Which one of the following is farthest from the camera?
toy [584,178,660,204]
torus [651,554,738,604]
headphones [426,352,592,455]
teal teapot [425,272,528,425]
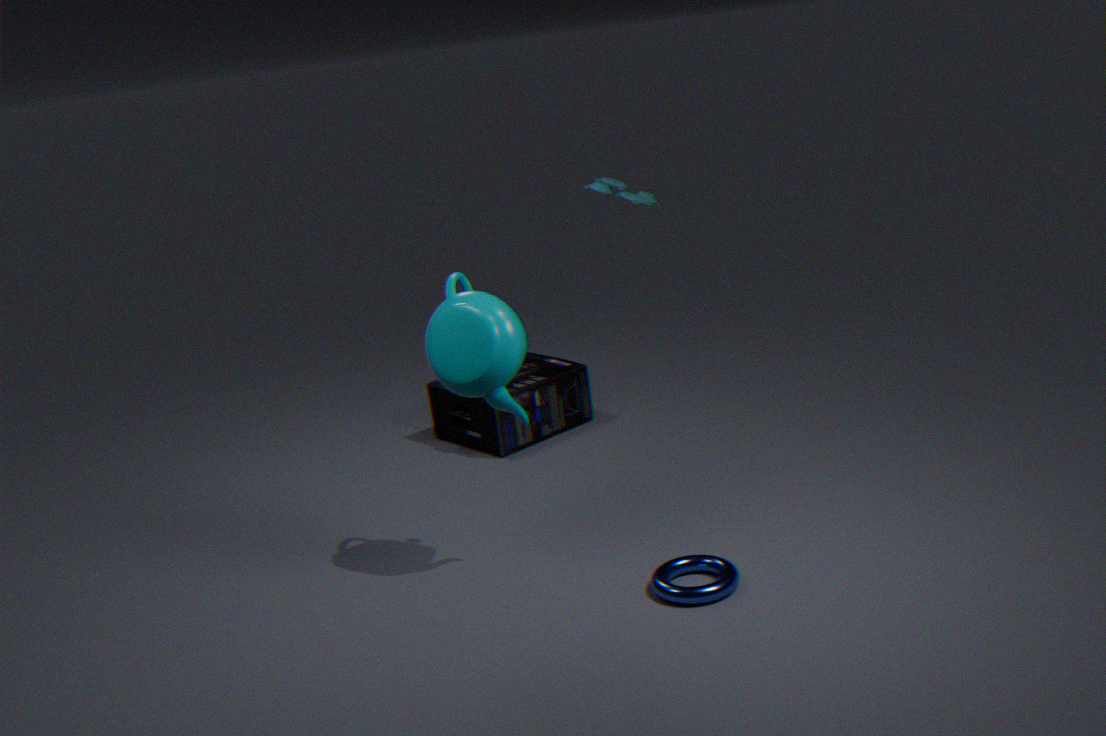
headphones [426,352,592,455]
